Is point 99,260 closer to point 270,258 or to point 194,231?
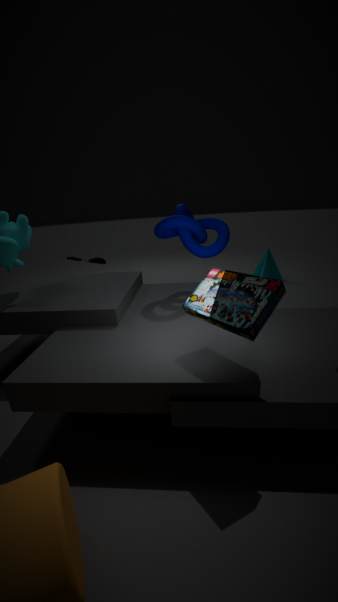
point 194,231
